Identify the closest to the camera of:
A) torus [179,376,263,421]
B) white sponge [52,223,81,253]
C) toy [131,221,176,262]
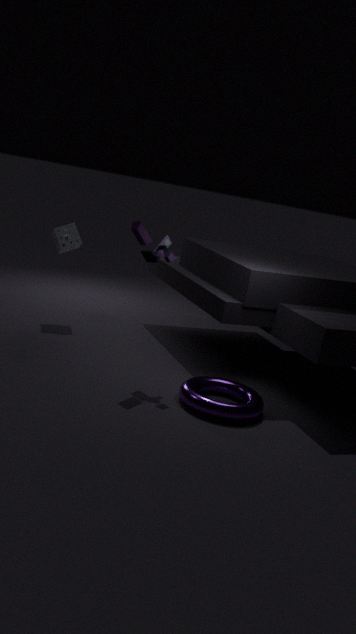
torus [179,376,263,421]
